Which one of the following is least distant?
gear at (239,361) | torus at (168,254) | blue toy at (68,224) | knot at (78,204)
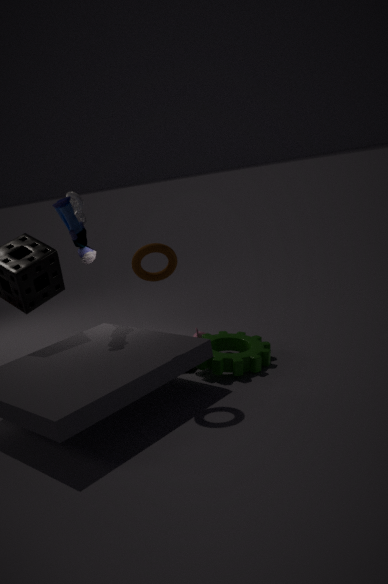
torus at (168,254)
